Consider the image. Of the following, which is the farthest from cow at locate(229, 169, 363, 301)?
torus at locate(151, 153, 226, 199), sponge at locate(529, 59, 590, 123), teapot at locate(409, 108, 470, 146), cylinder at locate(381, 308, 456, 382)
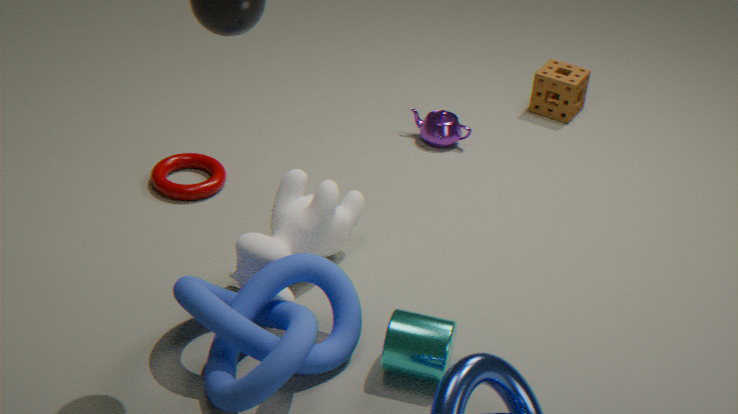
sponge at locate(529, 59, 590, 123)
